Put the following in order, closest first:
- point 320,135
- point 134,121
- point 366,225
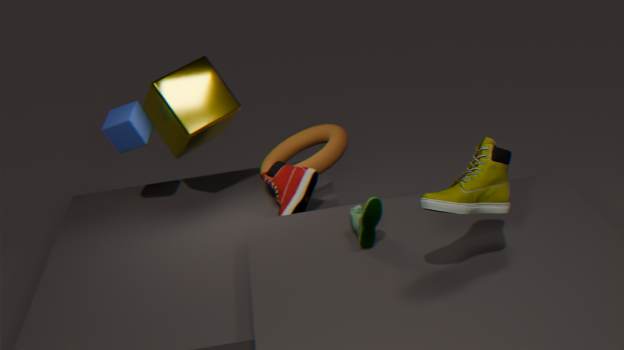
point 366,225 < point 134,121 < point 320,135
